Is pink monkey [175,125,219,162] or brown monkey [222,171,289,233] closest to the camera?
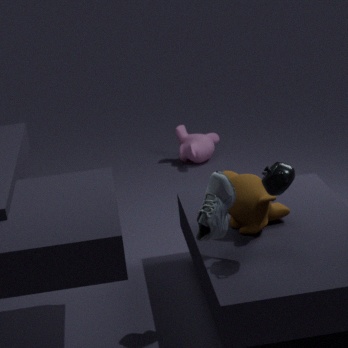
brown monkey [222,171,289,233]
